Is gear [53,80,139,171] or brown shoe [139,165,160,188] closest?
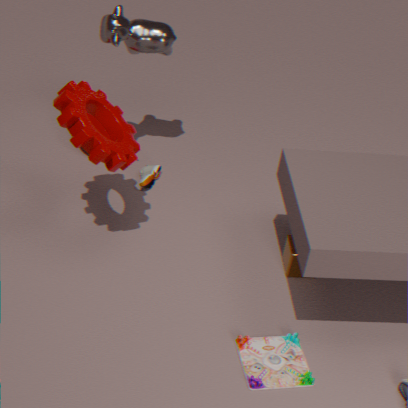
gear [53,80,139,171]
